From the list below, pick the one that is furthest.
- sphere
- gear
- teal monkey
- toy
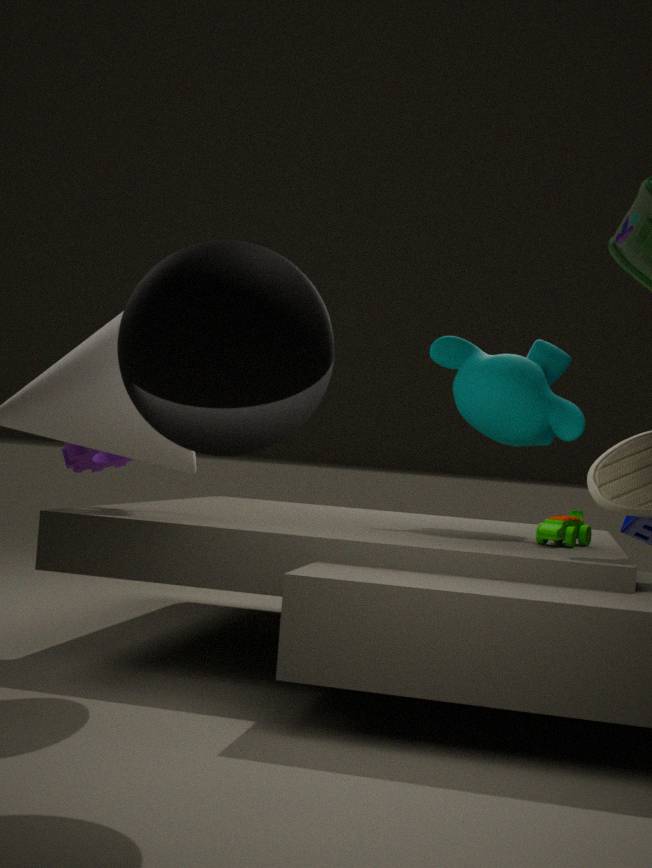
teal monkey
